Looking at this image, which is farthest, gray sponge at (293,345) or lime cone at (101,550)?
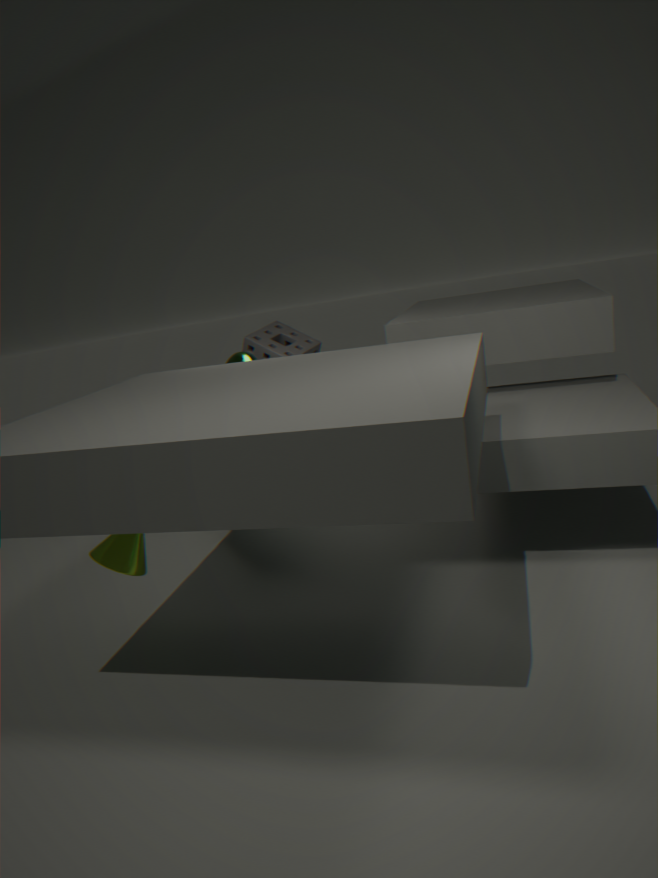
gray sponge at (293,345)
